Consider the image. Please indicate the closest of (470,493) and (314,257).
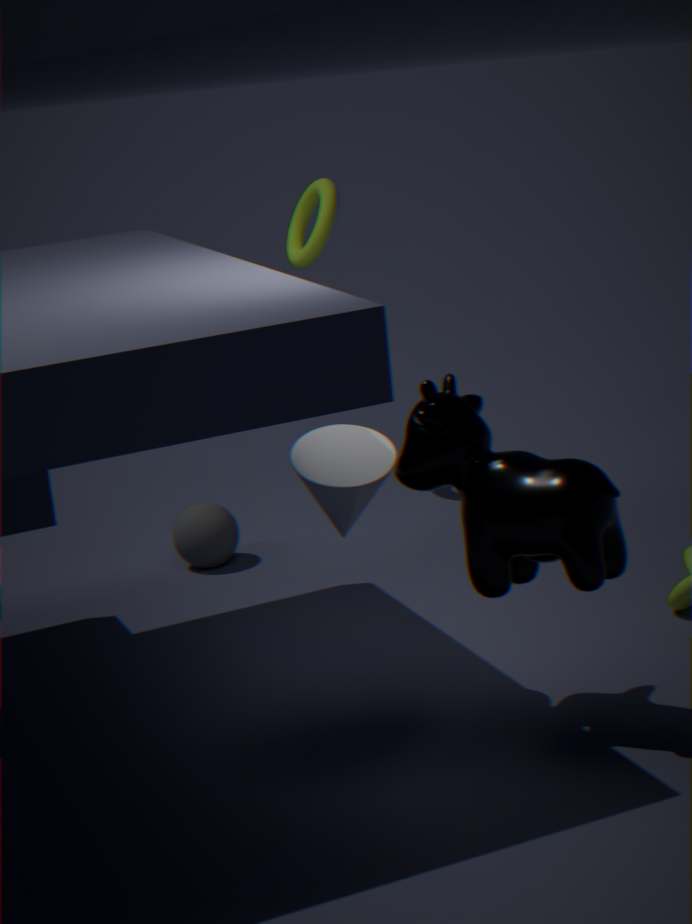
(470,493)
